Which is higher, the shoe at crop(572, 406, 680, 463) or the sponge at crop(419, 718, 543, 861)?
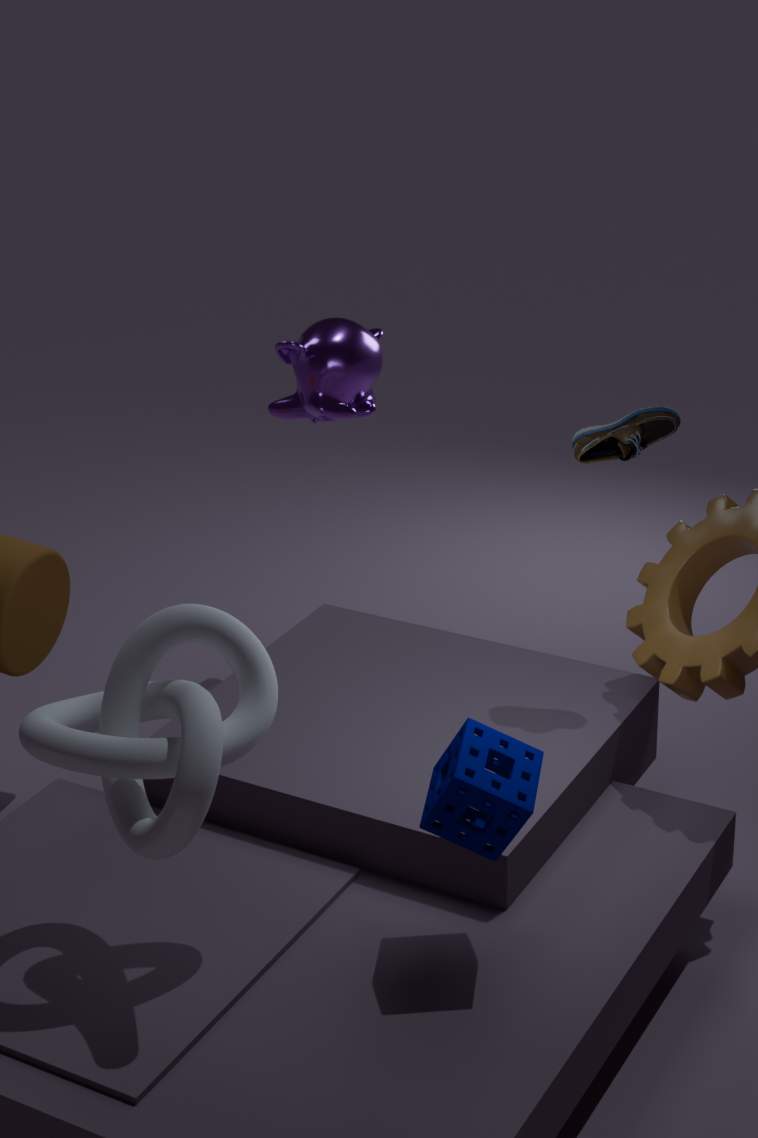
the shoe at crop(572, 406, 680, 463)
